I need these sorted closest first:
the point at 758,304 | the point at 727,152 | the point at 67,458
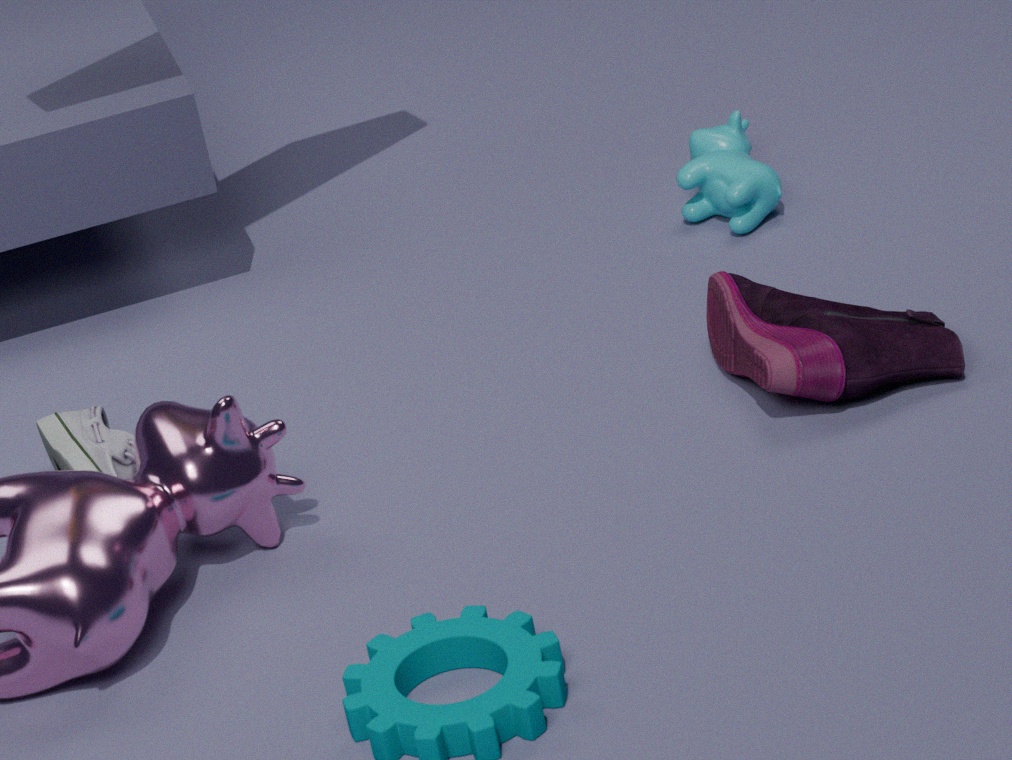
the point at 67,458
the point at 758,304
the point at 727,152
